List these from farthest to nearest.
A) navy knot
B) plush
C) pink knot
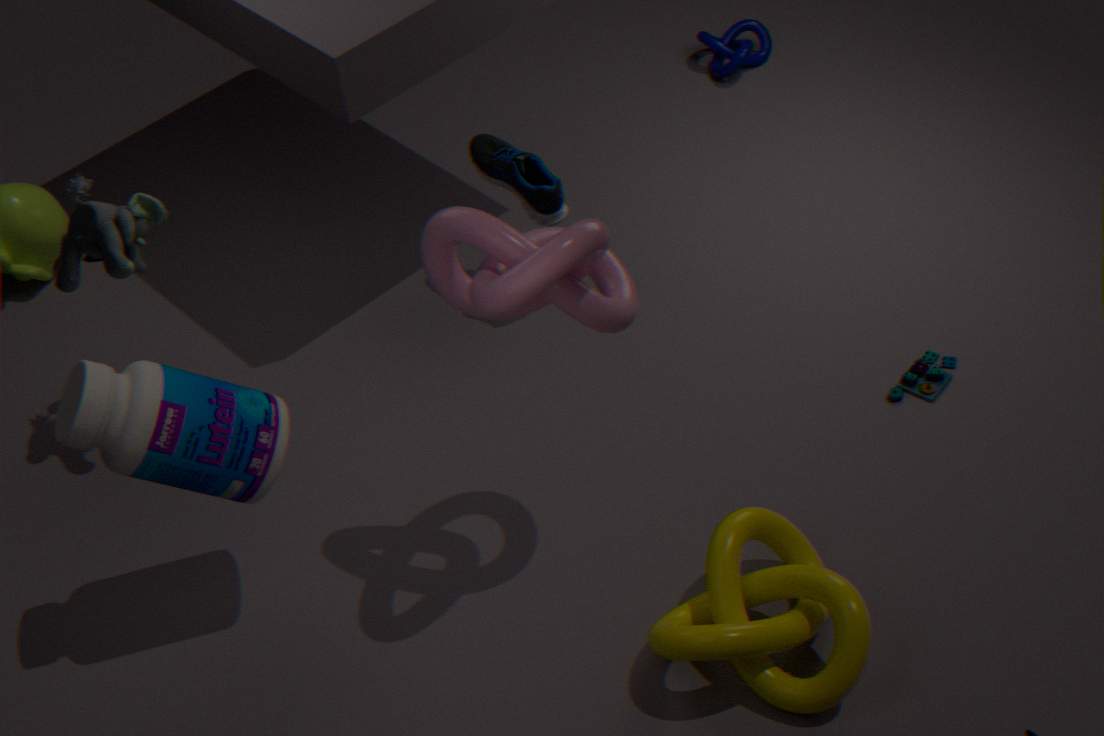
navy knot
plush
pink knot
